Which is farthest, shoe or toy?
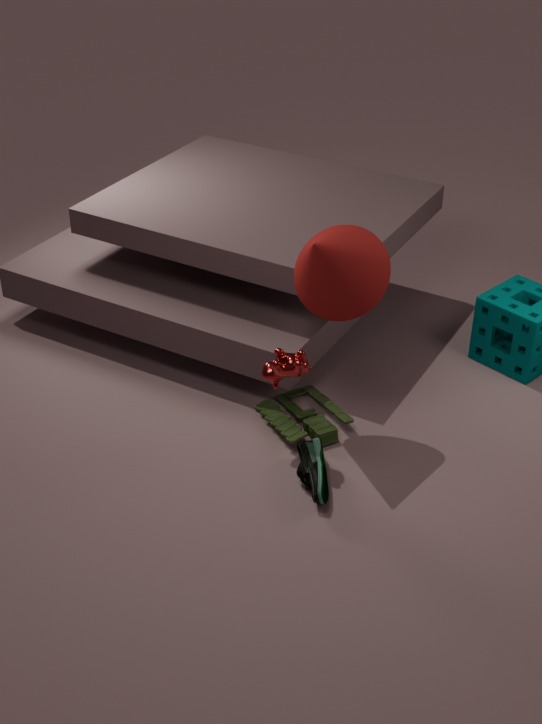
toy
